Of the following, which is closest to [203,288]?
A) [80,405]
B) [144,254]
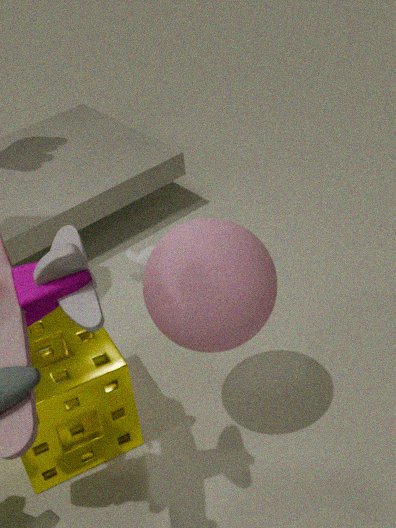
[80,405]
